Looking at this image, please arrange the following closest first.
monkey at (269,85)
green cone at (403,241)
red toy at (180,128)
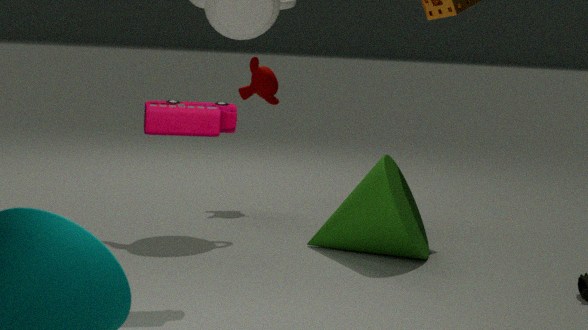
red toy at (180,128) < green cone at (403,241) < monkey at (269,85)
